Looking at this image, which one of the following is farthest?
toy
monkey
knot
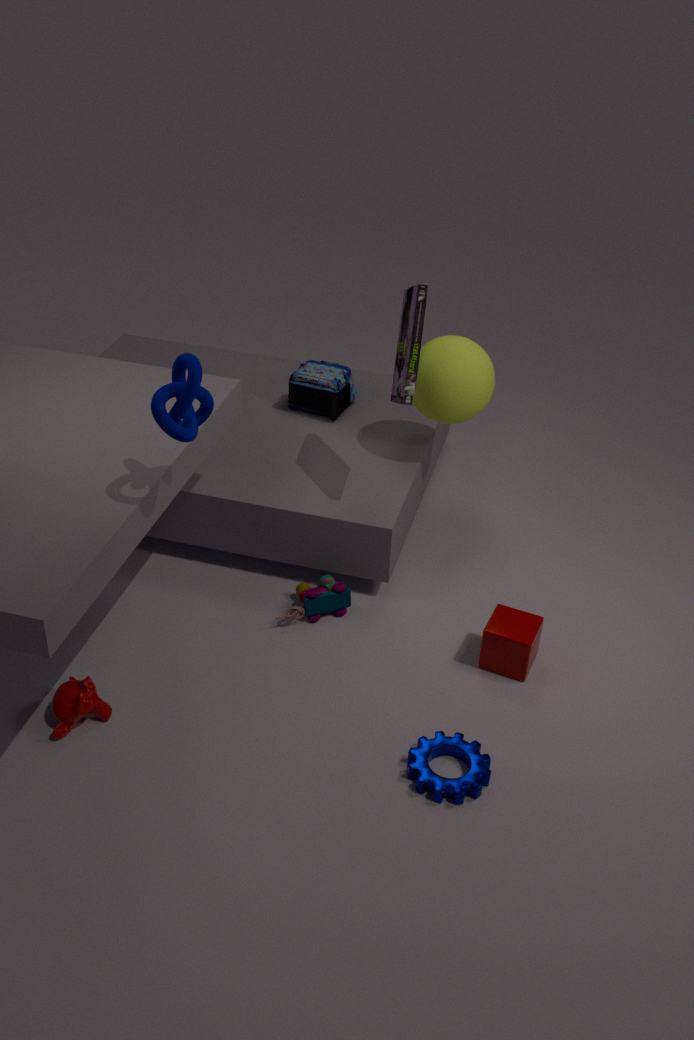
toy
